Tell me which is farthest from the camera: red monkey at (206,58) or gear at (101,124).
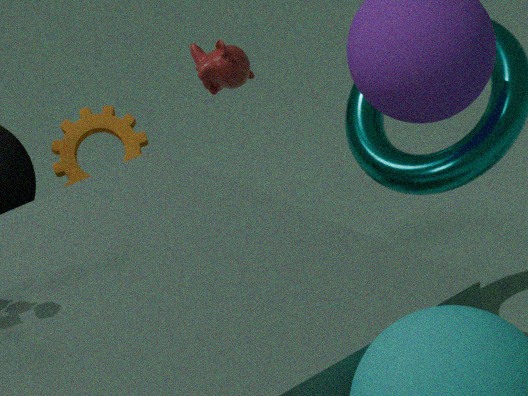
red monkey at (206,58)
